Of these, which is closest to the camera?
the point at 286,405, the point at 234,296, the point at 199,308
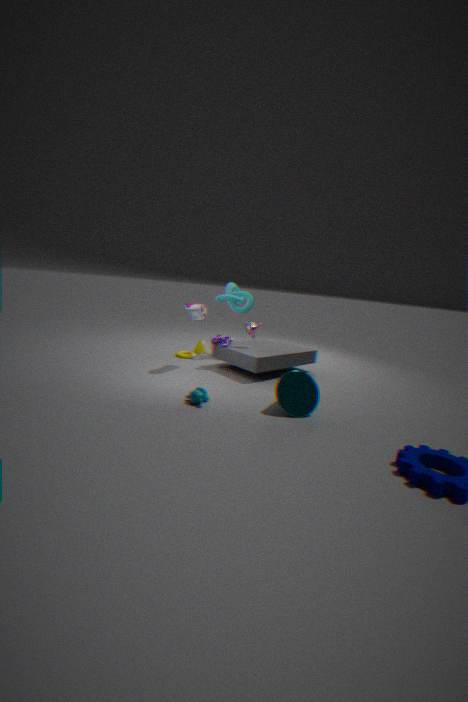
the point at 286,405
